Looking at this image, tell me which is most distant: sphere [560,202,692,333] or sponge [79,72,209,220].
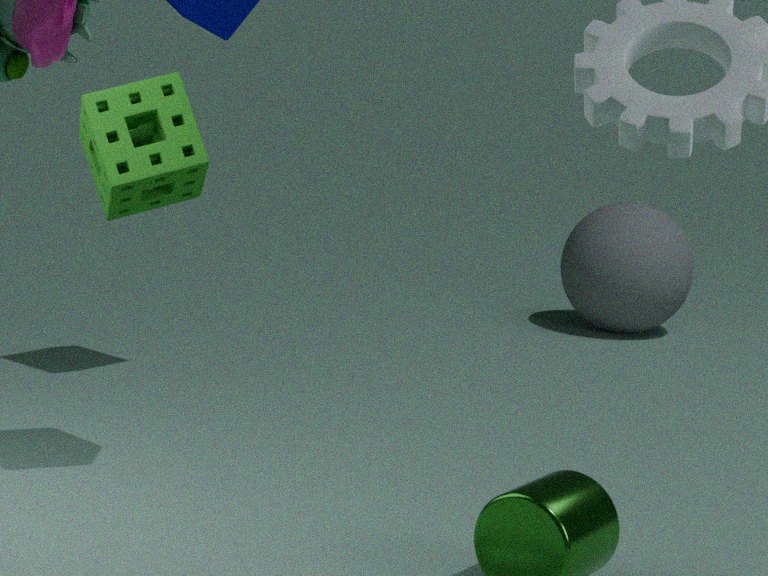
sphere [560,202,692,333]
